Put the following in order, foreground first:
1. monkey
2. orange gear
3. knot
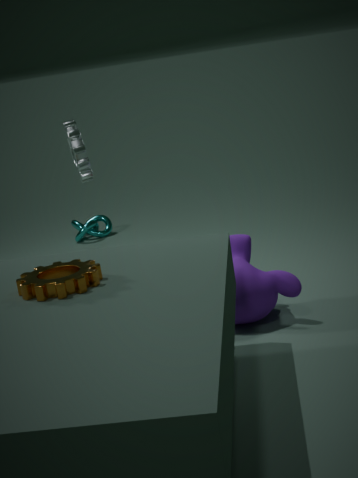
orange gear
monkey
knot
